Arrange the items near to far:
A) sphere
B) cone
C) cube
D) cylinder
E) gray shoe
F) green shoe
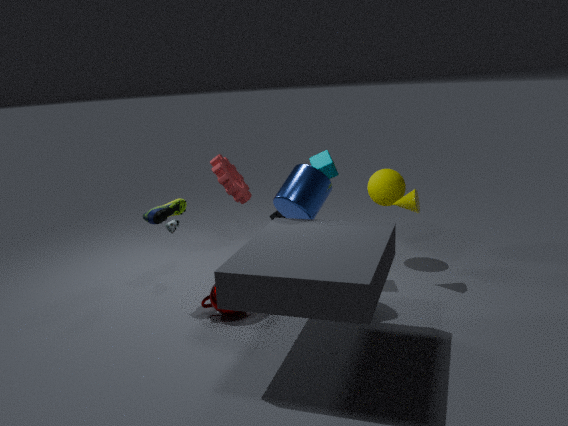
cylinder
gray shoe
green shoe
cone
cube
sphere
